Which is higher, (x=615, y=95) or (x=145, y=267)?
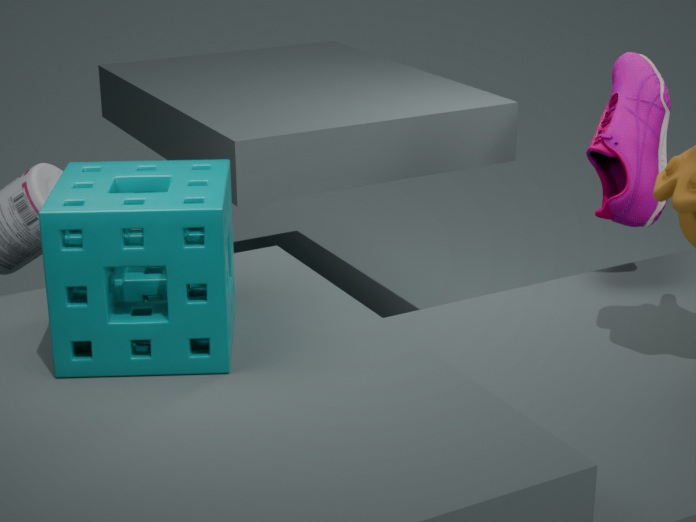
(x=615, y=95)
